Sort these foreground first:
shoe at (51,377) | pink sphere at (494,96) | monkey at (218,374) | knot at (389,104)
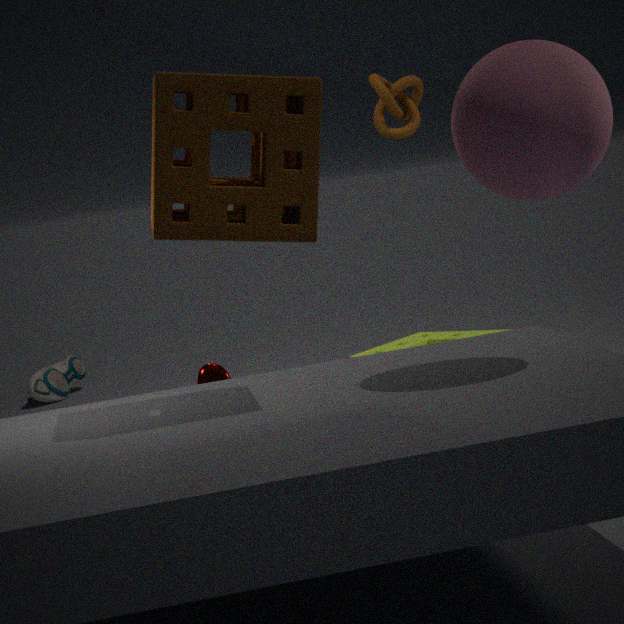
pink sphere at (494,96), monkey at (218,374), knot at (389,104), shoe at (51,377)
